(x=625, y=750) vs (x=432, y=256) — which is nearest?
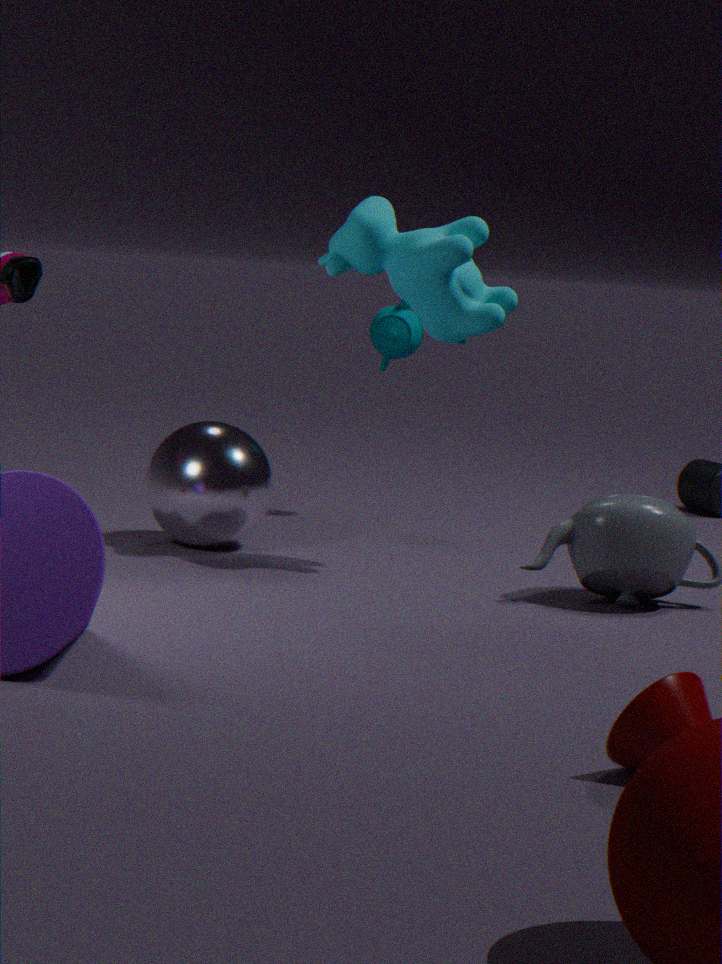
(x=625, y=750)
